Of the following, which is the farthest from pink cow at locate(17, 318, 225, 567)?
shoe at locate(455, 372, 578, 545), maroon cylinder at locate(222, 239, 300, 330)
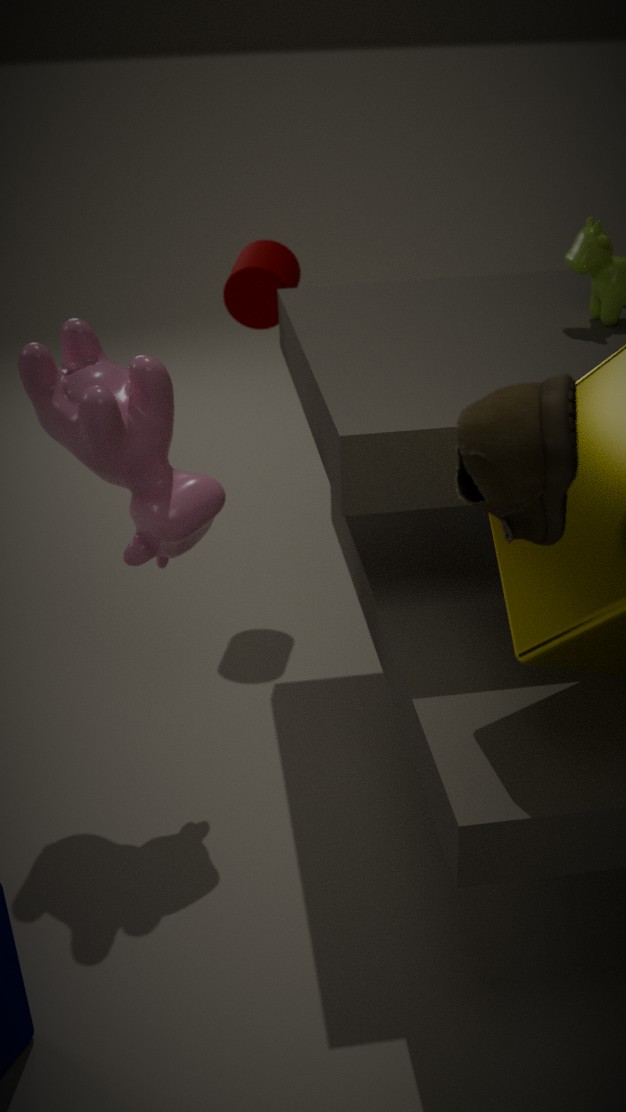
shoe at locate(455, 372, 578, 545)
